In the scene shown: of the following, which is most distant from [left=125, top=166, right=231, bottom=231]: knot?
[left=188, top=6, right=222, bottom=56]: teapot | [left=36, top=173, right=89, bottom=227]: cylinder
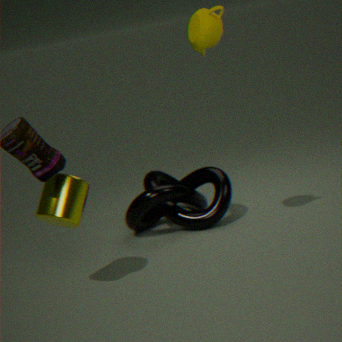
[left=188, top=6, right=222, bottom=56]: teapot
